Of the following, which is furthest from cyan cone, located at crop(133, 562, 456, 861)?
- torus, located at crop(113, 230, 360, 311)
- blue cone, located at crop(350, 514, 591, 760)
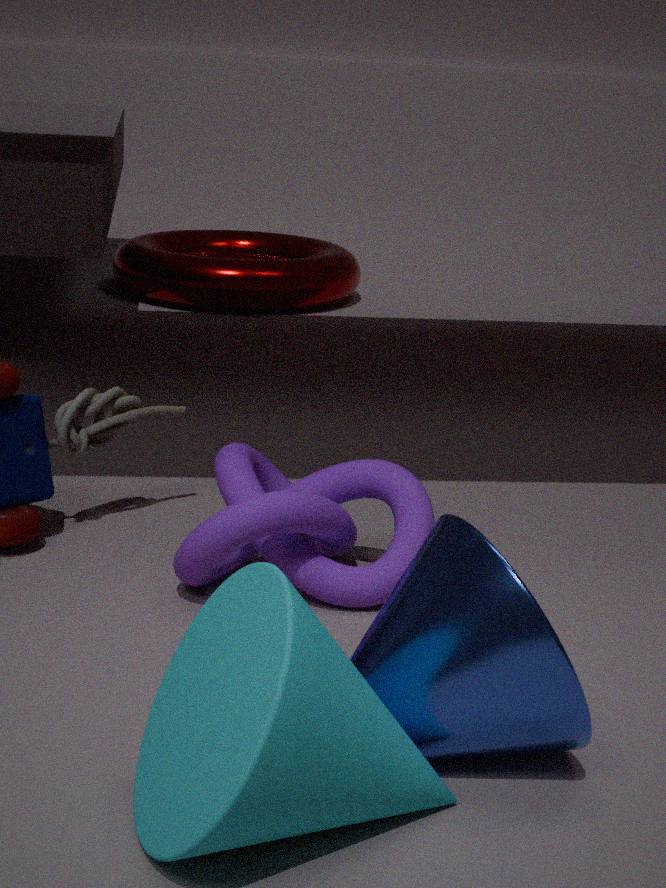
torus, located at crop(113, 230, 360, 311)
